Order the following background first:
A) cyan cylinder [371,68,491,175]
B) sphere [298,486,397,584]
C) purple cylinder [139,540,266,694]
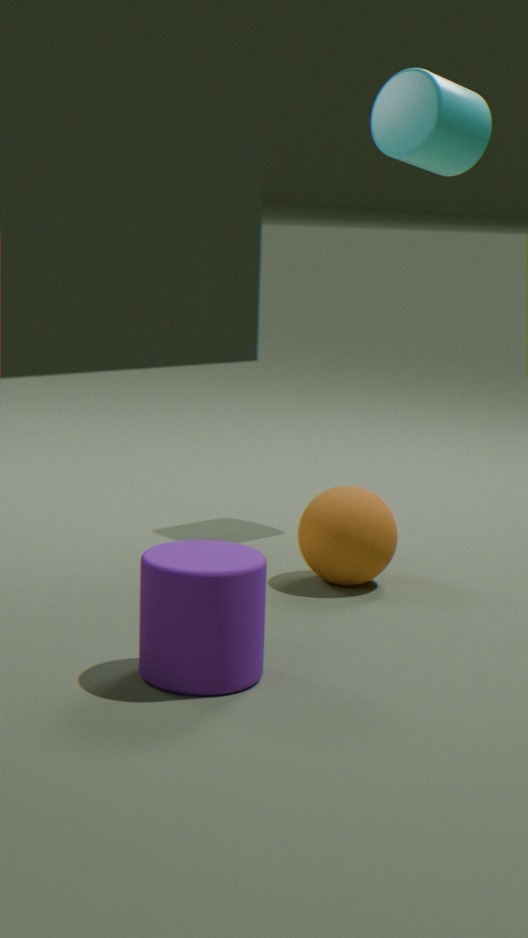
1. cyan cylinder [371,68,491,175]
2. sphere [298,486,397,584]
3. purple cylinder [139,540,266,694]
